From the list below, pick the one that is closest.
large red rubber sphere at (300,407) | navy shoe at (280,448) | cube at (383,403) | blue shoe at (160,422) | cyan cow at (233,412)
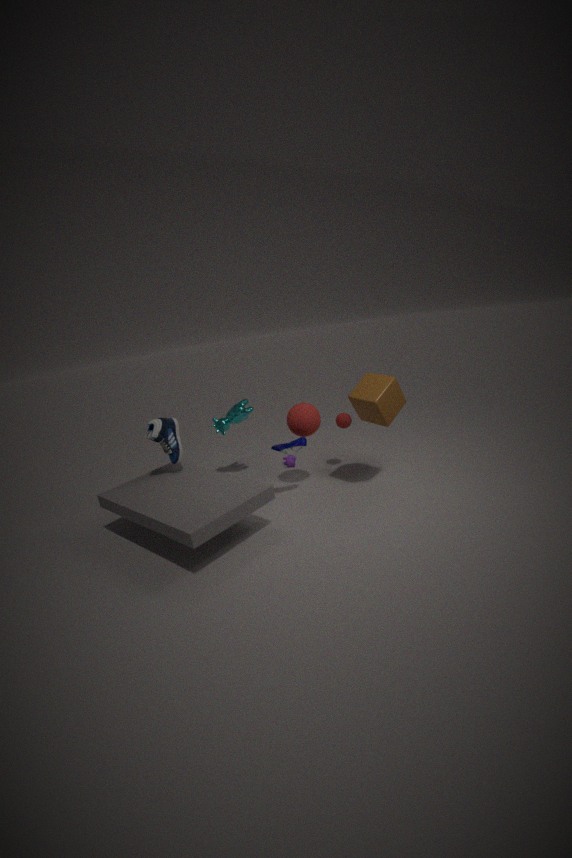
cube at (383,403)
